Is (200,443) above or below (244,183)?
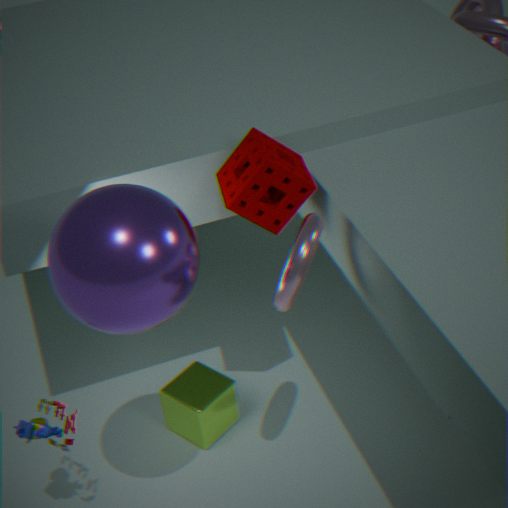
below
